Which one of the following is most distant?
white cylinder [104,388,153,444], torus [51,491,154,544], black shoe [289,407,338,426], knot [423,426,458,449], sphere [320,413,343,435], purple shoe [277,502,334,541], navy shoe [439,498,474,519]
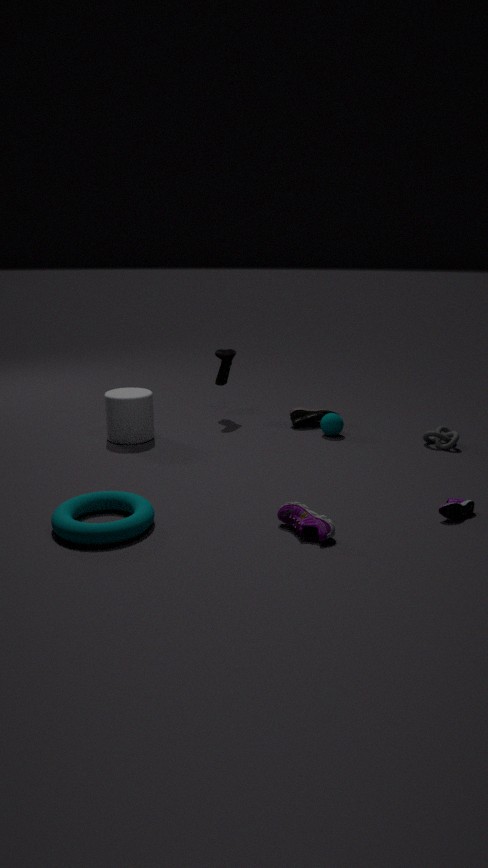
black shoe [289,407,338,426]
